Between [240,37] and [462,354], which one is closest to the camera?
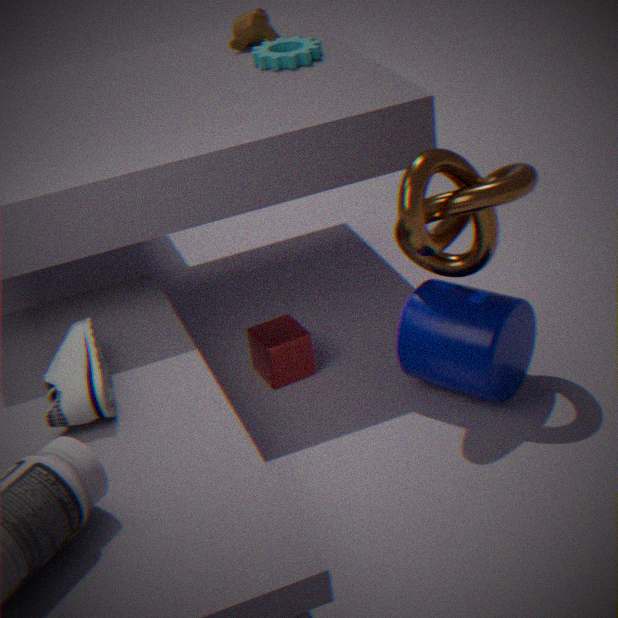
[462,354]
